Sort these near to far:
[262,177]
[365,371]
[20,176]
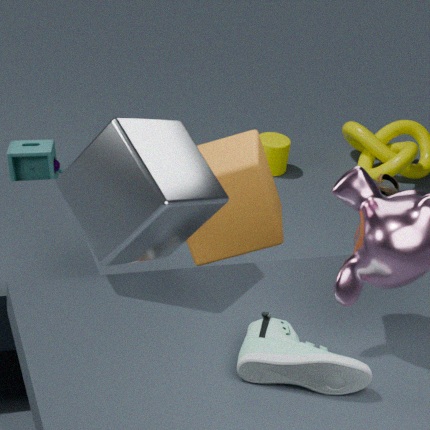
[365,371] → [262,177] → [20,176]
